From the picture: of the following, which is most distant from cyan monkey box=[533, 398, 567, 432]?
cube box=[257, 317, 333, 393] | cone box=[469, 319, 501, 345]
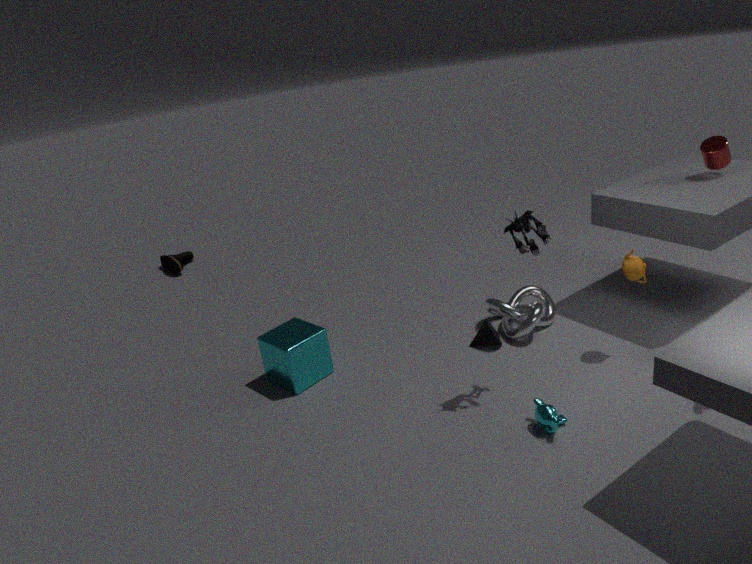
Result: cube box=[257, 317, 333, 393]
